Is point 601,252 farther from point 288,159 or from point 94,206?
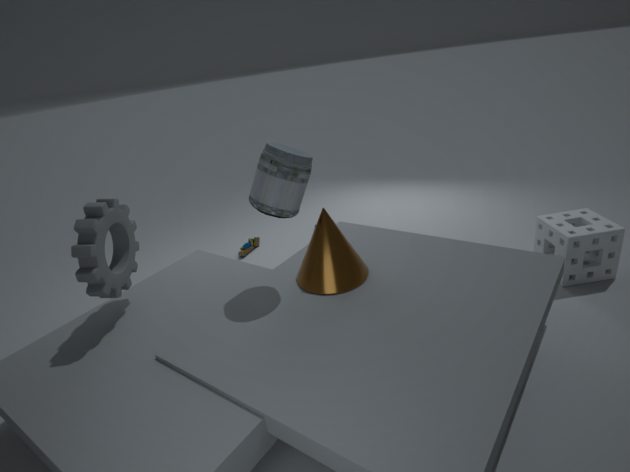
point 94,206
